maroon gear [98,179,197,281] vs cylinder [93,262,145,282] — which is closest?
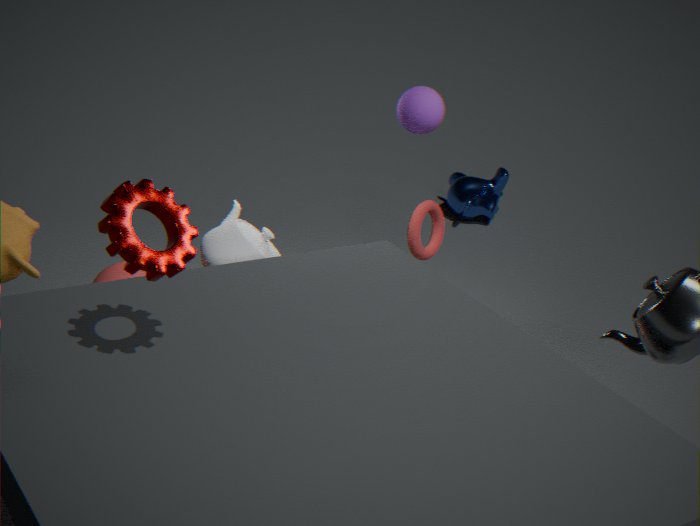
maroon gear [98,179,197,281]
